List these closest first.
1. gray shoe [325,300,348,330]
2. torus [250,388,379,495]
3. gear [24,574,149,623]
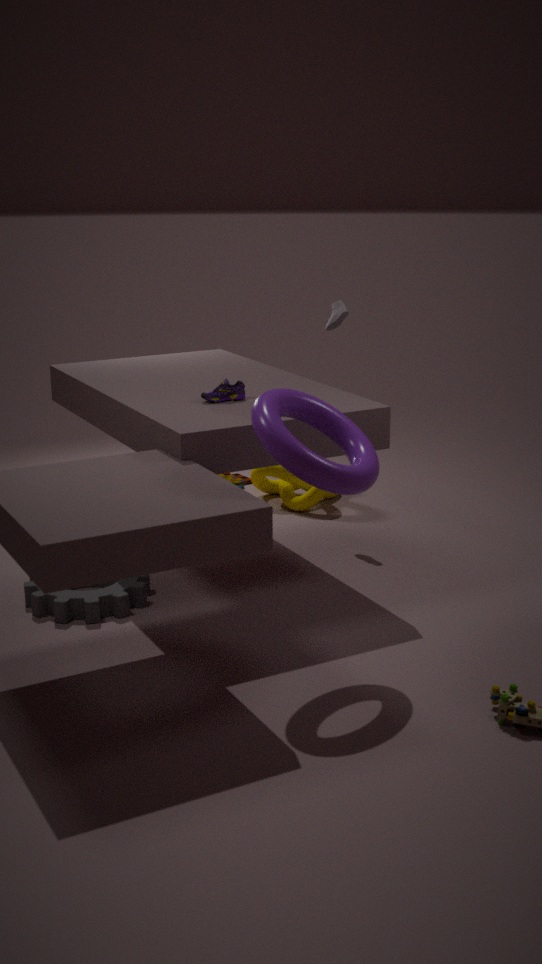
torus [250,388,379,495] → gear [24,574,149,623] → gray shoe [325,300,348,330]
